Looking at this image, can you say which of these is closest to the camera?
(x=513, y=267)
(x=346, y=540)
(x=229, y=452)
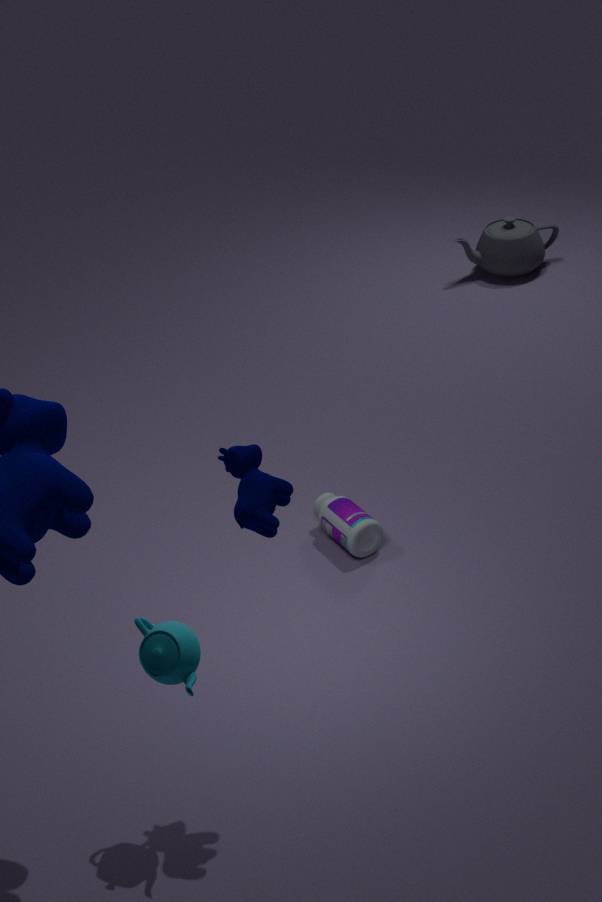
(x=229, y=452)
